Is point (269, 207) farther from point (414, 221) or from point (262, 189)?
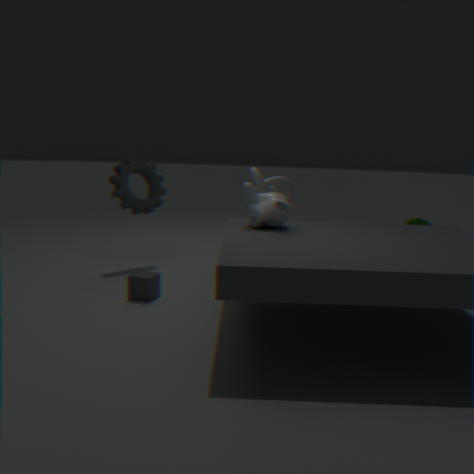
point (414, 221)
